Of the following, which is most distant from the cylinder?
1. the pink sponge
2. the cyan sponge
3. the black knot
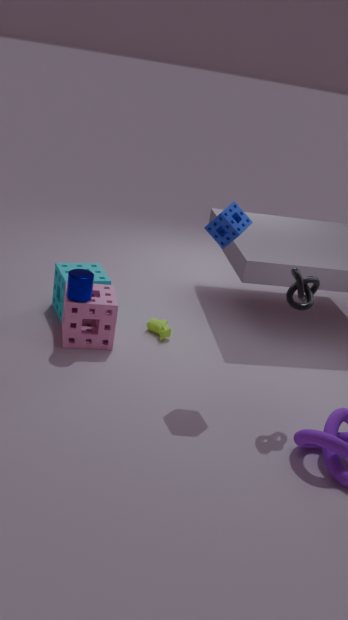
the black knot
